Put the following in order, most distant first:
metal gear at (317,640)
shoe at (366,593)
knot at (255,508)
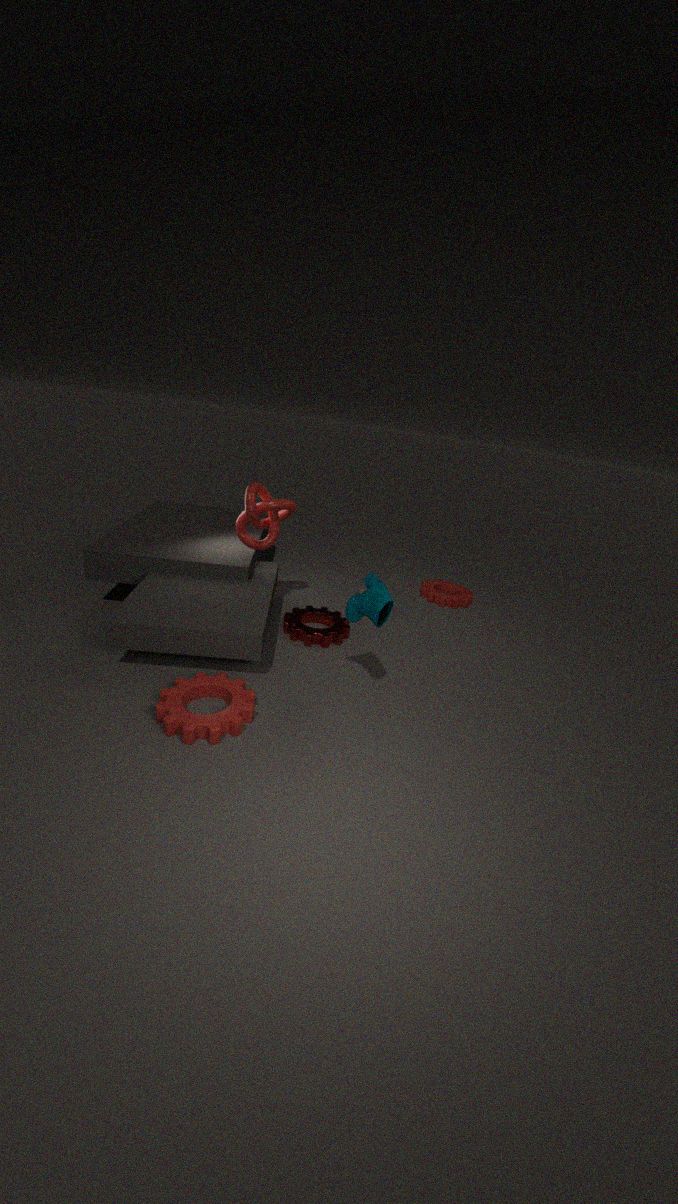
metal gear at (317,640) < knot at (255,508) < shoe at (366,593)
